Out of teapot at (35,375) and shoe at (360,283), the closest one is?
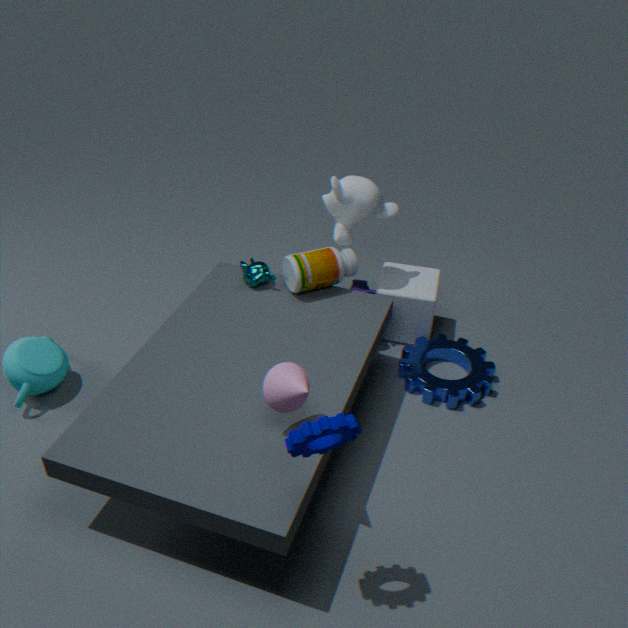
teapot at (35,375)
